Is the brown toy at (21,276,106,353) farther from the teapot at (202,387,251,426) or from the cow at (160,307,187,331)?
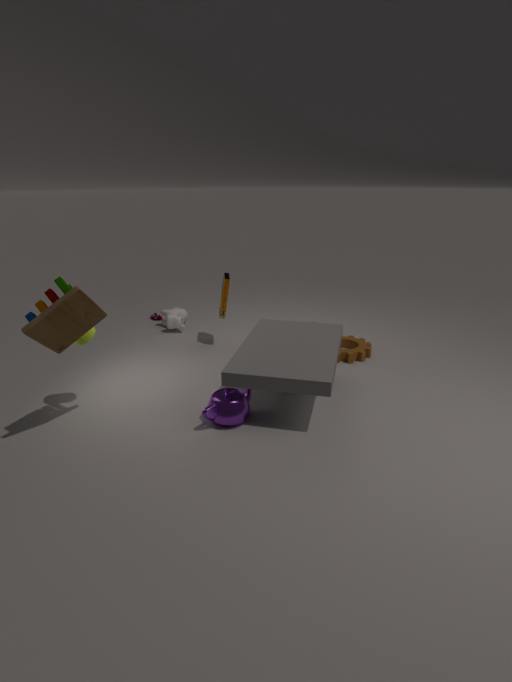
the cow at (160,307,187,331)
